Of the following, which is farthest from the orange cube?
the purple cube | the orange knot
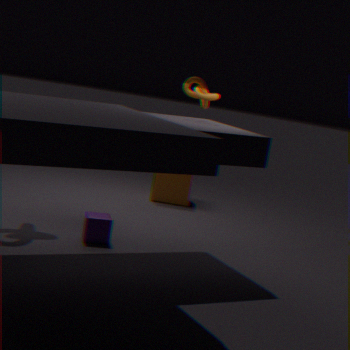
the purple cube
